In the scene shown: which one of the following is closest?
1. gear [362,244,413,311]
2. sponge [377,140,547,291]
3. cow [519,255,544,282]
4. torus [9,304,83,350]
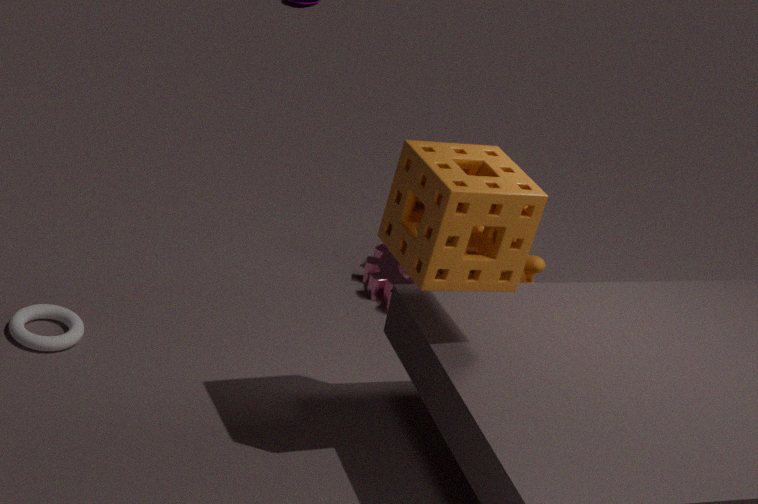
sponge [377,140,547,291]
